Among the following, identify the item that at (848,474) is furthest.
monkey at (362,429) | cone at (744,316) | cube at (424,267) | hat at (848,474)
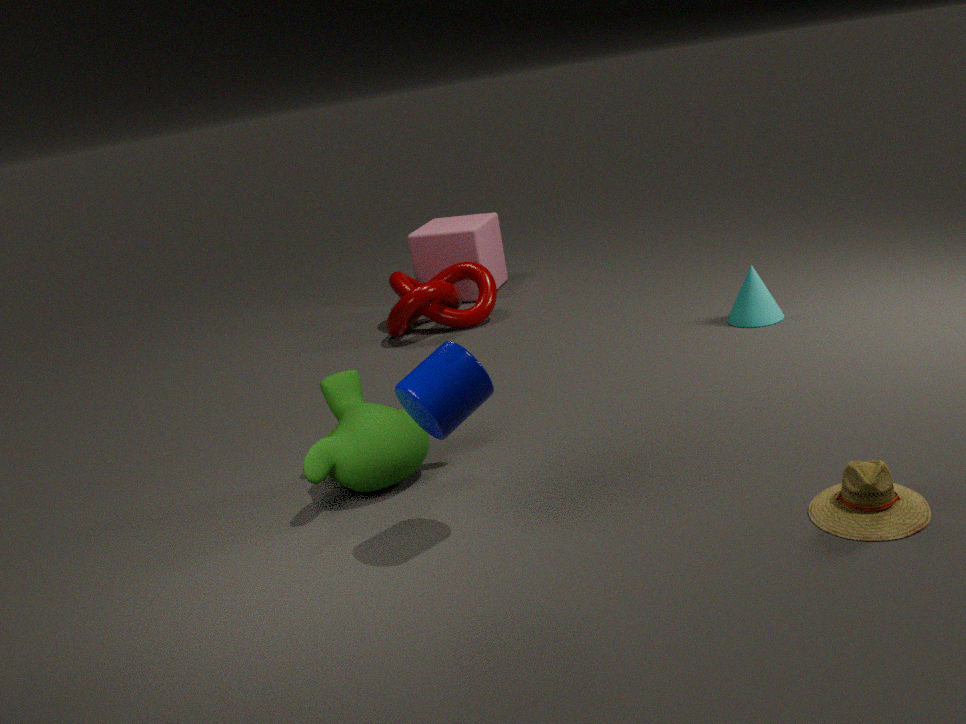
cube at (424,267)
